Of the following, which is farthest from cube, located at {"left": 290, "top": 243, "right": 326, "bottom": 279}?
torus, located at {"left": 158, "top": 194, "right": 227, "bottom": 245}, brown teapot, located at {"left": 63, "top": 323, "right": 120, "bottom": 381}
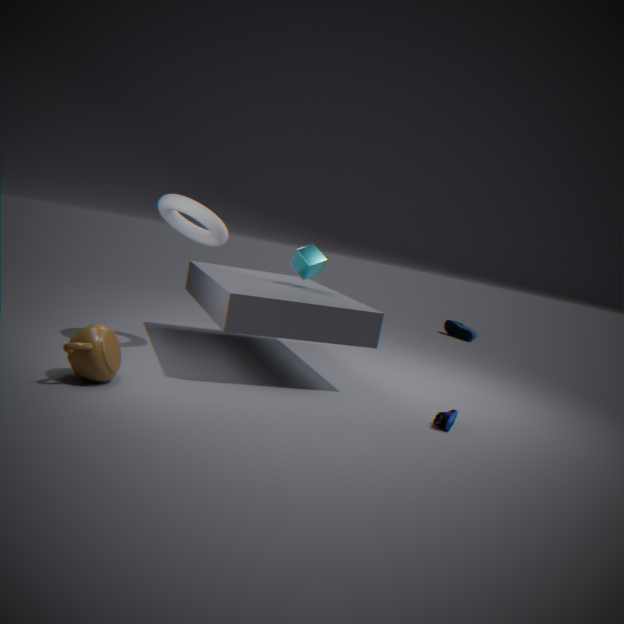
brown teapot, located at {"left": 63, "top": 323, "right": 120, "bottom": 381}
